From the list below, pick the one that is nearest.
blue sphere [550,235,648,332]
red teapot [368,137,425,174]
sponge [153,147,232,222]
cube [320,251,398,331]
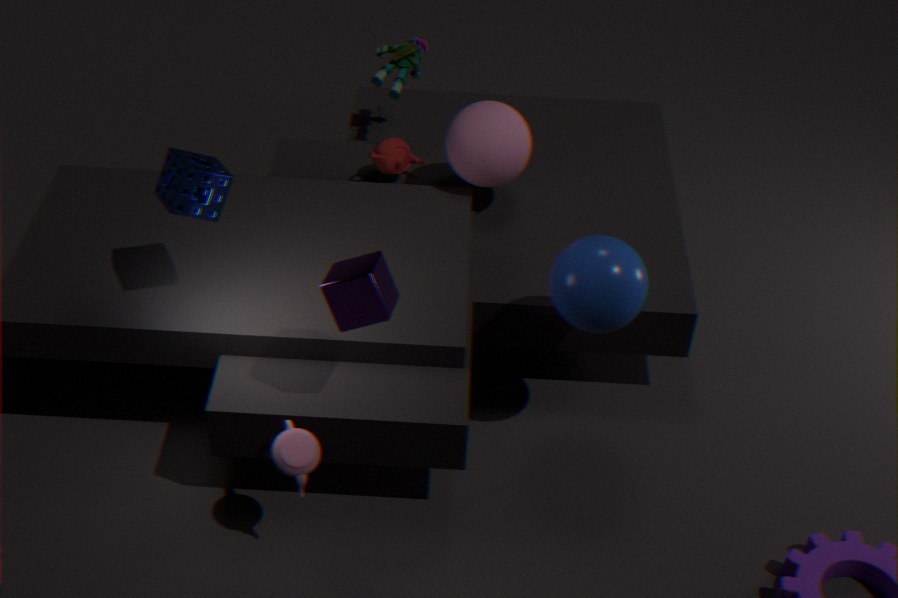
cube [320,251,398,331]
